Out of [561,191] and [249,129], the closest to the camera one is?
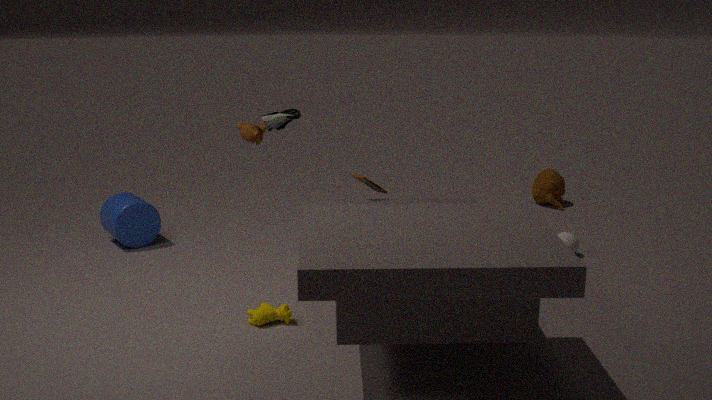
[249,129]
